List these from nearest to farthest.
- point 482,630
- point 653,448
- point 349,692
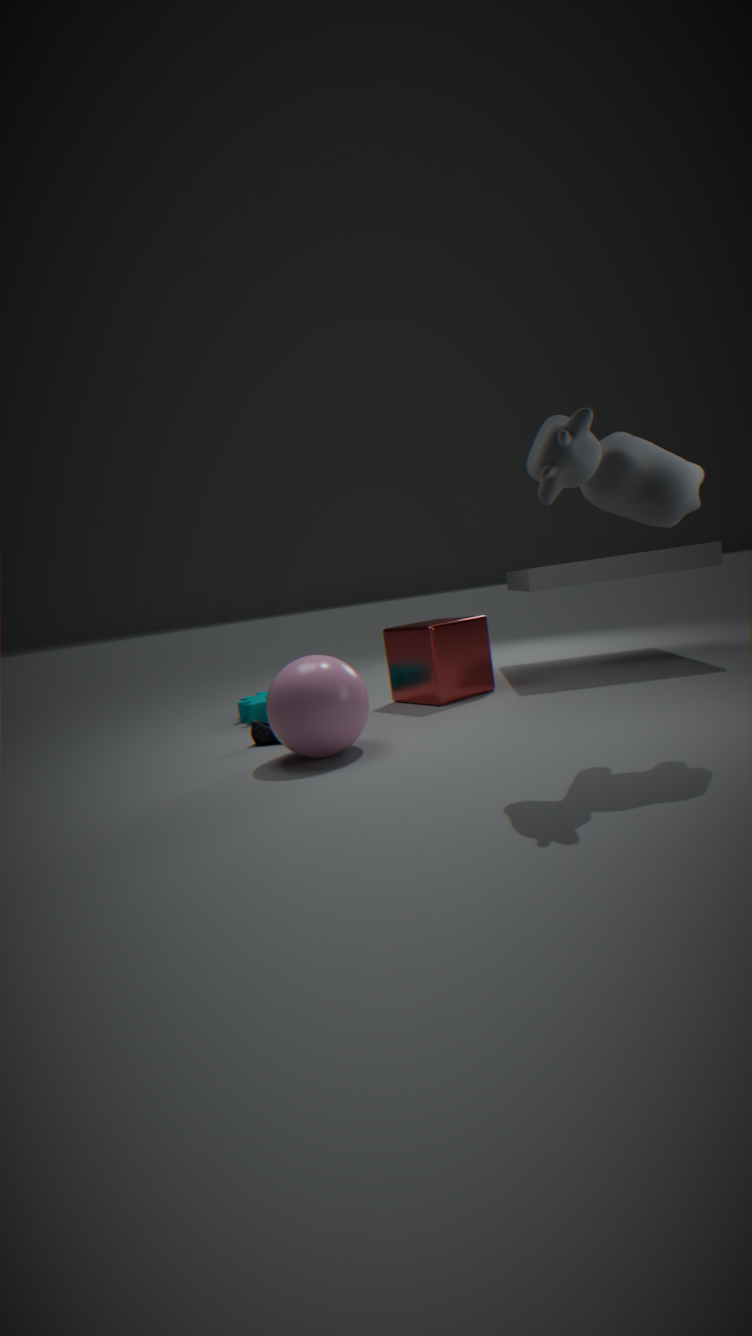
1. point 653,448
2. point 349,692
3. point 482,630
